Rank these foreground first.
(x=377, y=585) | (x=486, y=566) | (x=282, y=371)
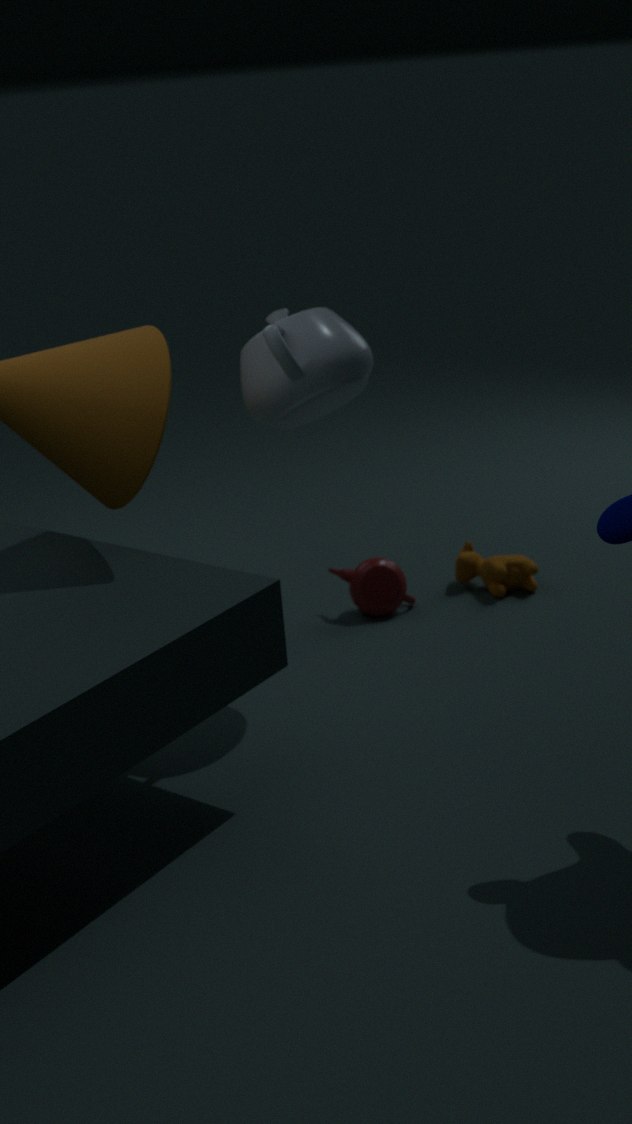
(x=282, y=371)
(x=377, y=585)
(x=486, y=566)
